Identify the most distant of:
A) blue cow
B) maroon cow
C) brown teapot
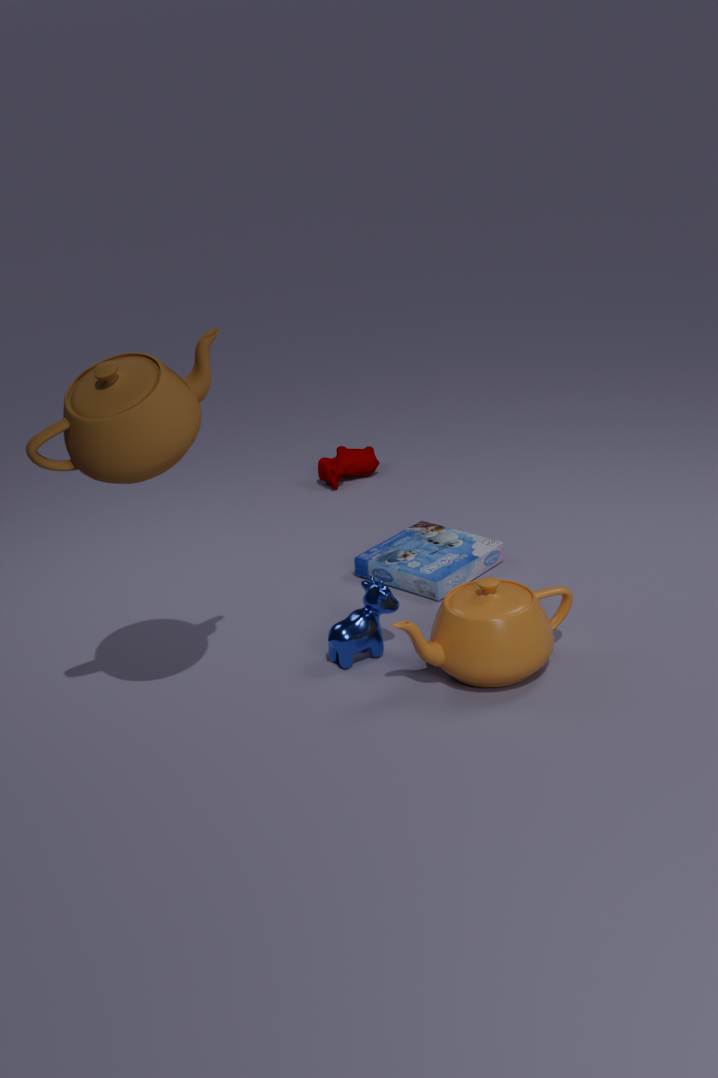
maroon cow
